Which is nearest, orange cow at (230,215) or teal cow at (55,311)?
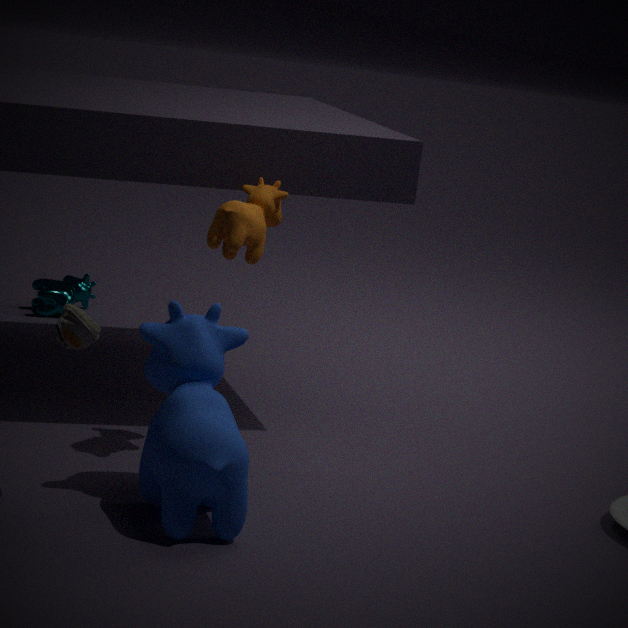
orange cow at (230,215)
